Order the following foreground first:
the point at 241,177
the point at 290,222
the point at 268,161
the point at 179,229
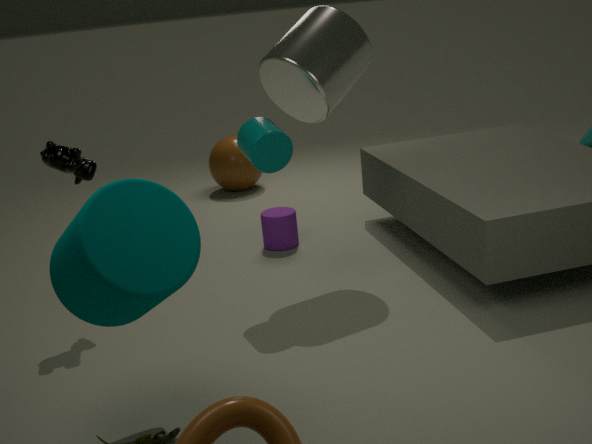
the point at 179,229 → the point at 268,161 → the point at 290,222 → the point at 241,177
